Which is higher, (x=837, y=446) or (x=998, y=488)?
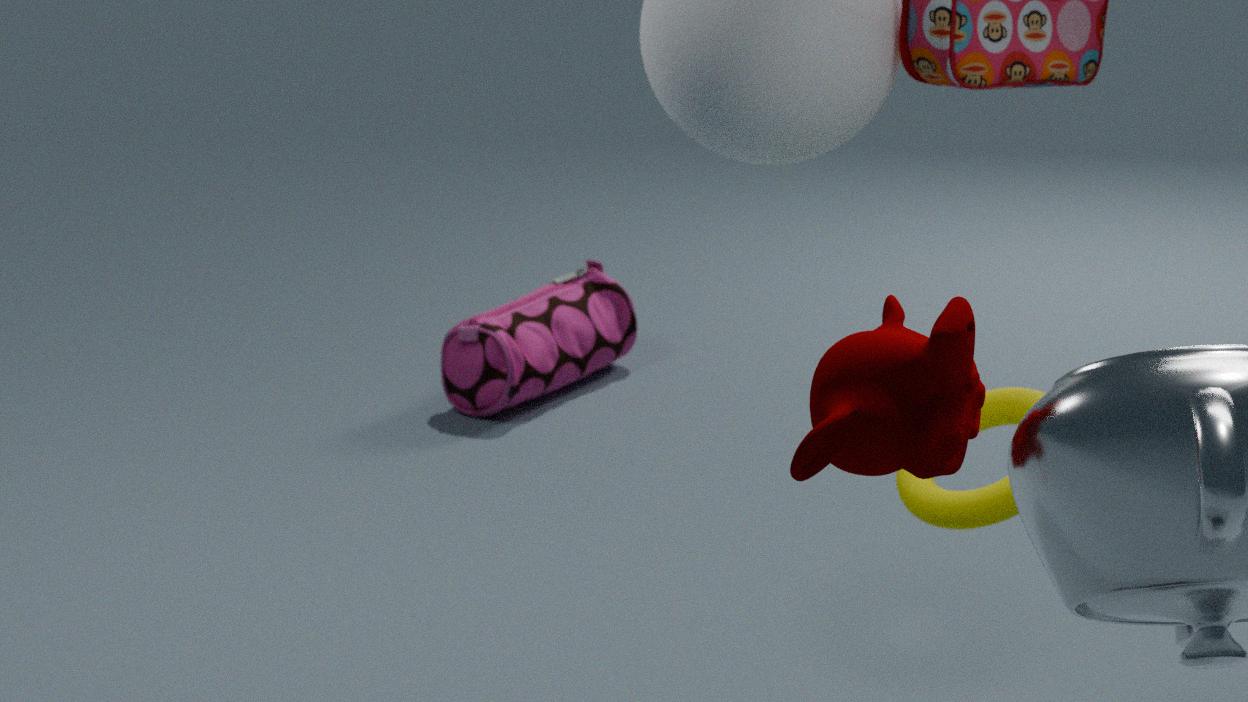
(x=837, y=446)
